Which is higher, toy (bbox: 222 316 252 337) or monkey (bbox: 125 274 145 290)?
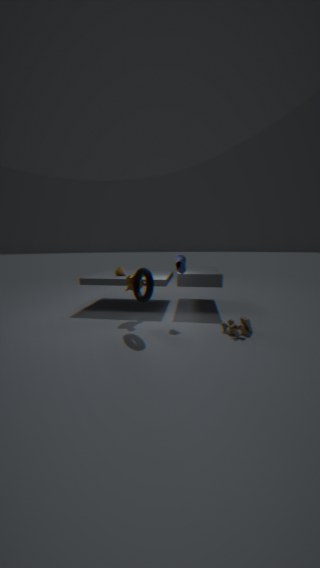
monkey (bbox: 125 274 145 290)
